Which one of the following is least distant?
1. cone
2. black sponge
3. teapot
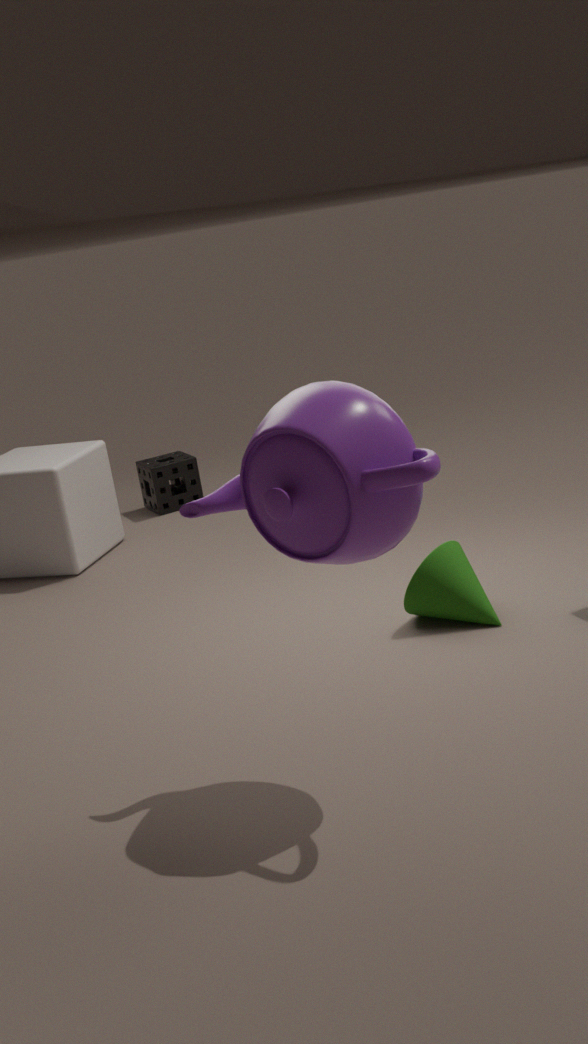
teapot
